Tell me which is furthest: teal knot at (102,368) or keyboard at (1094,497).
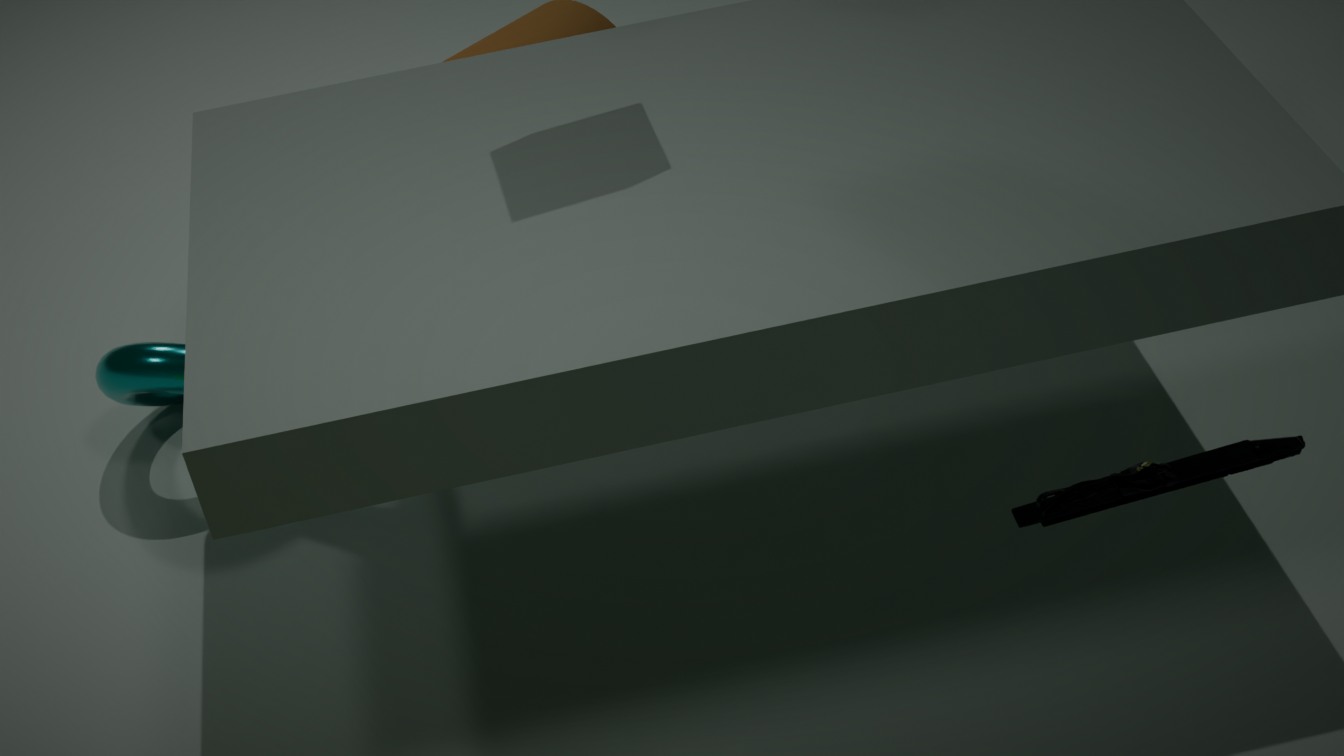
teal knot at (102,368)
